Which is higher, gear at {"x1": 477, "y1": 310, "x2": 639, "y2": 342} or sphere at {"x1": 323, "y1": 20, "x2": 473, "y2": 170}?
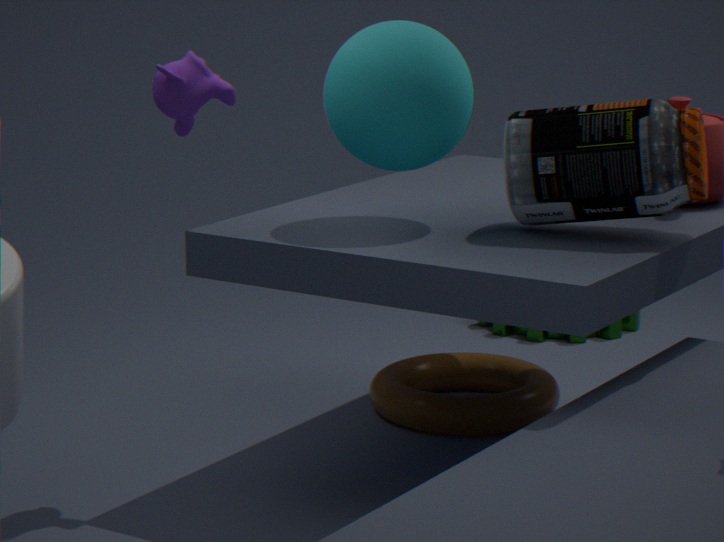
sphere at {"x1": 323, "y1": 20, "x2": 473, "y2": 170}
